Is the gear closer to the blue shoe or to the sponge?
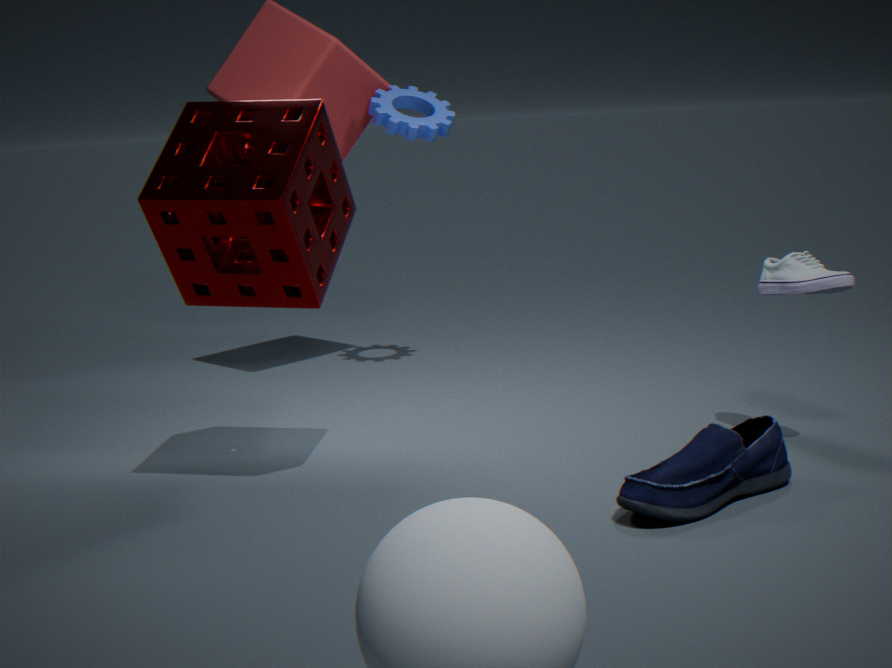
the sponge
